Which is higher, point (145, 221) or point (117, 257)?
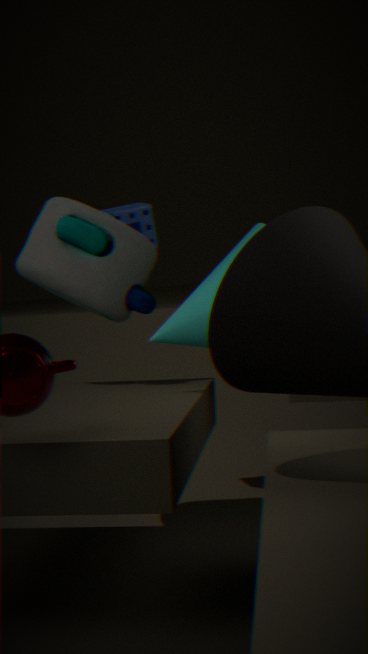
point (145, 221)
